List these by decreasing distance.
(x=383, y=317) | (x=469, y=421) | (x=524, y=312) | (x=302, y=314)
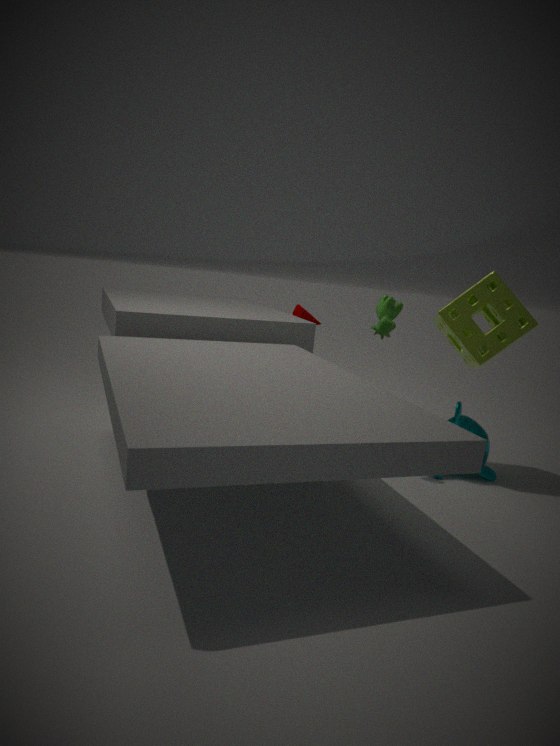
(x=302, y=314)
(x=469, y=421)
(x=383, y=317)
(x=524, y=312)
